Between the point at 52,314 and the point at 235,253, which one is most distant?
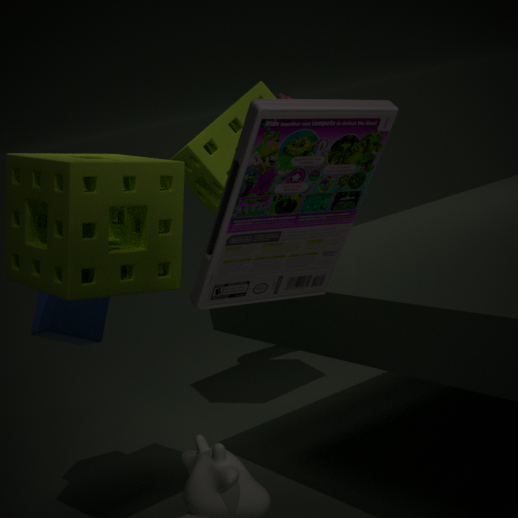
the point at 52,314
